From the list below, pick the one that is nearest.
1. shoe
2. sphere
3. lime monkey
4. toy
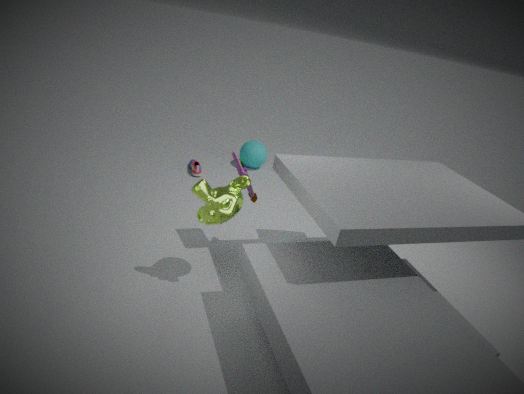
lime monkey
